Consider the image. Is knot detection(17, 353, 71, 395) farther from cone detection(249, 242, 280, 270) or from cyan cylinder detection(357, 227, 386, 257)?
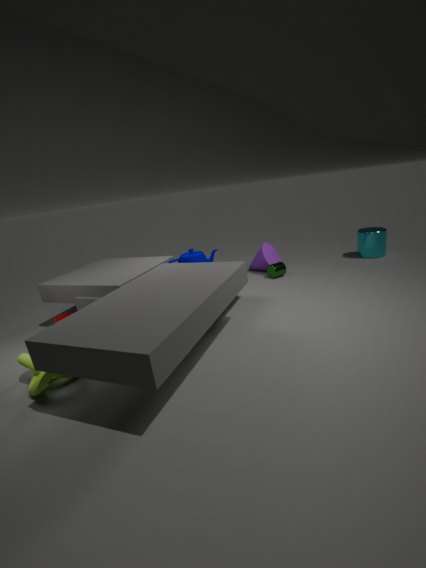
cyan cylinder detection(357, 227, 386, 257)
